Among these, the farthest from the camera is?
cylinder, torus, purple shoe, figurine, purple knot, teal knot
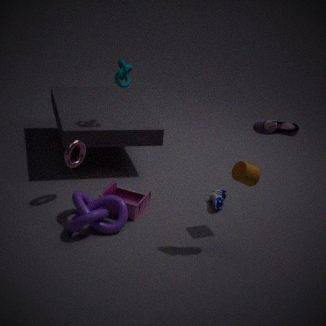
teal knot
